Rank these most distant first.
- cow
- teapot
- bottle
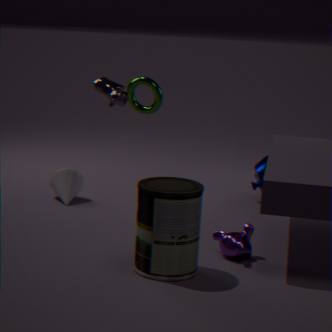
teapot → cow → bottle
